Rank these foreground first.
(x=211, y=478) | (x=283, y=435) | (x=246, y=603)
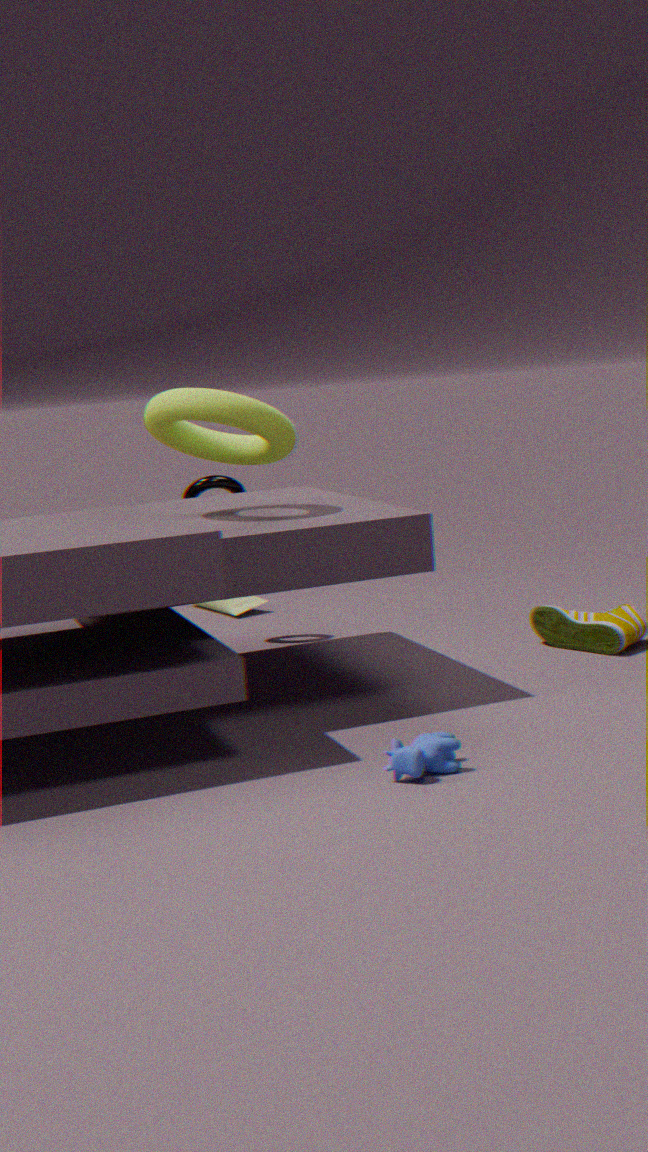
(x=283, y=435), (x=211, y=478), (x=246, y=603)
